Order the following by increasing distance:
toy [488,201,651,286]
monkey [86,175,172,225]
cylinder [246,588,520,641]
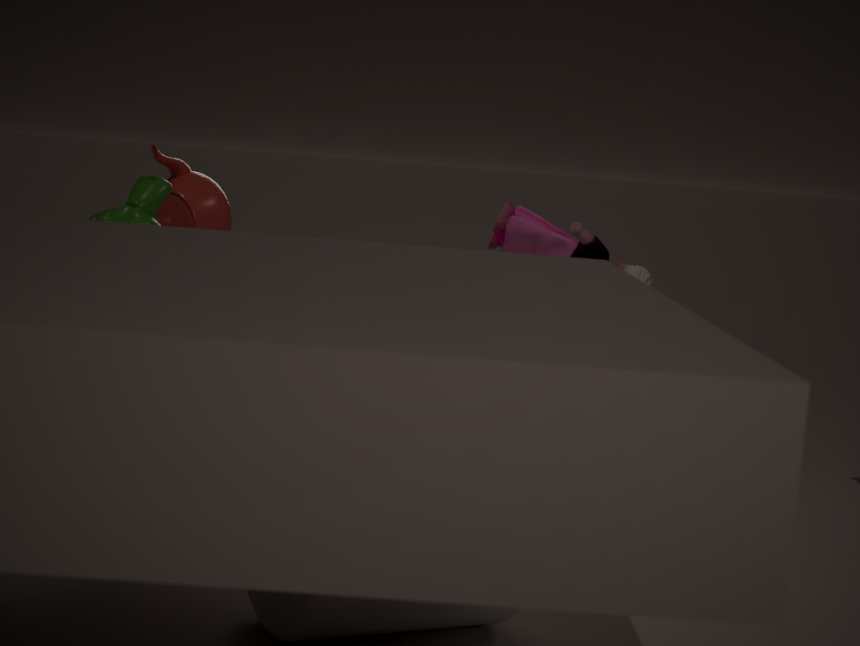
cylinder [246,588,520,641], monkey [86,175,172,225], toy [488,201,651,286]
